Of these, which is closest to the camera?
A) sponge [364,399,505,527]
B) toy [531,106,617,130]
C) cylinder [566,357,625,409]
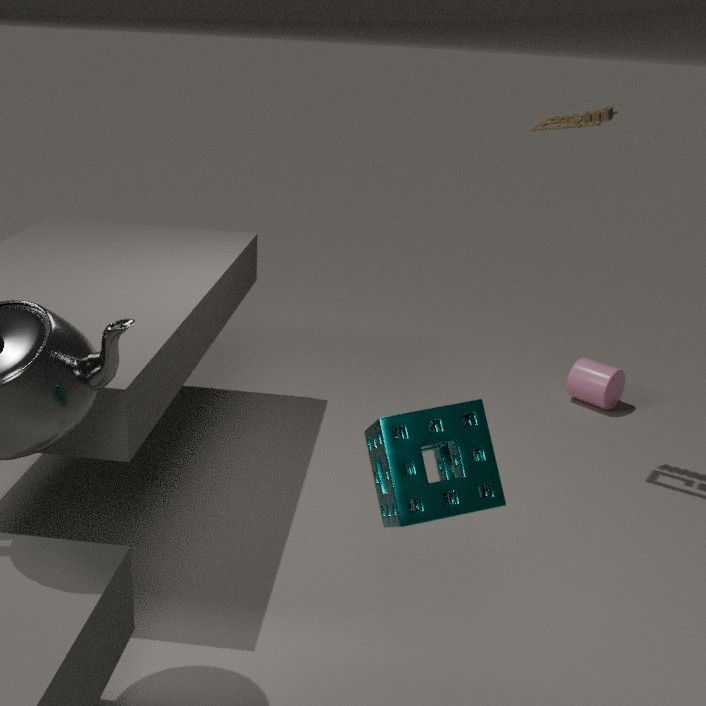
sponge [364,399,505,527]
